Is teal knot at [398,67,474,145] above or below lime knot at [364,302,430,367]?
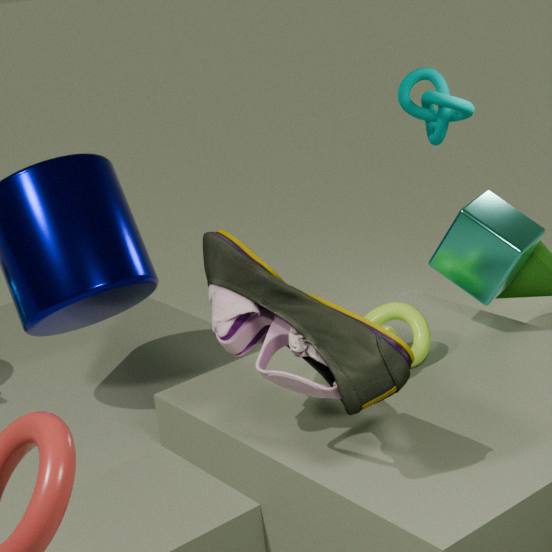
above
